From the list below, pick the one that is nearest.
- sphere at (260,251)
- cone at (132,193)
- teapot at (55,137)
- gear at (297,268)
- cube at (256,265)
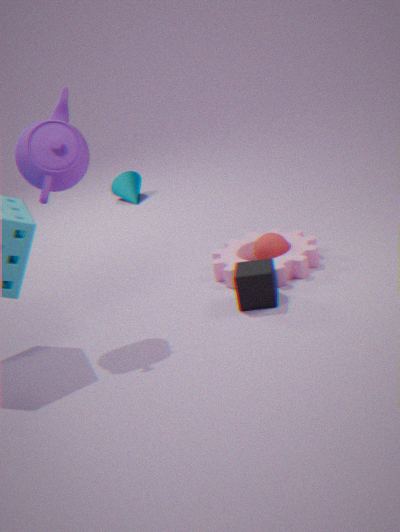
teapot at (55,137)
